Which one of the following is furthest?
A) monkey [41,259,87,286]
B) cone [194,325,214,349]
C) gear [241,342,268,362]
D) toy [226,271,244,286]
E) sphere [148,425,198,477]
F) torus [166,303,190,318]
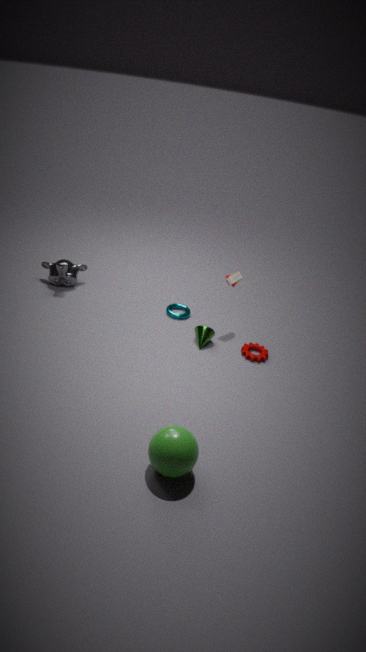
monkey [41,259,87,286]
